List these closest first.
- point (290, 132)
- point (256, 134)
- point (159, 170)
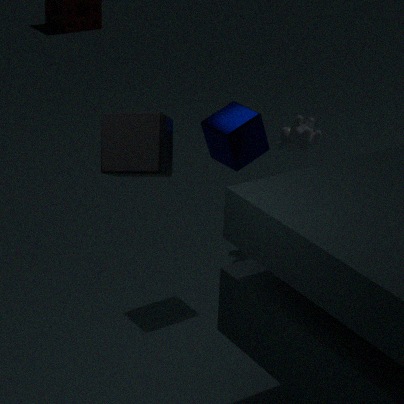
point (159, 170), point (256, 134), point (290, 132)
